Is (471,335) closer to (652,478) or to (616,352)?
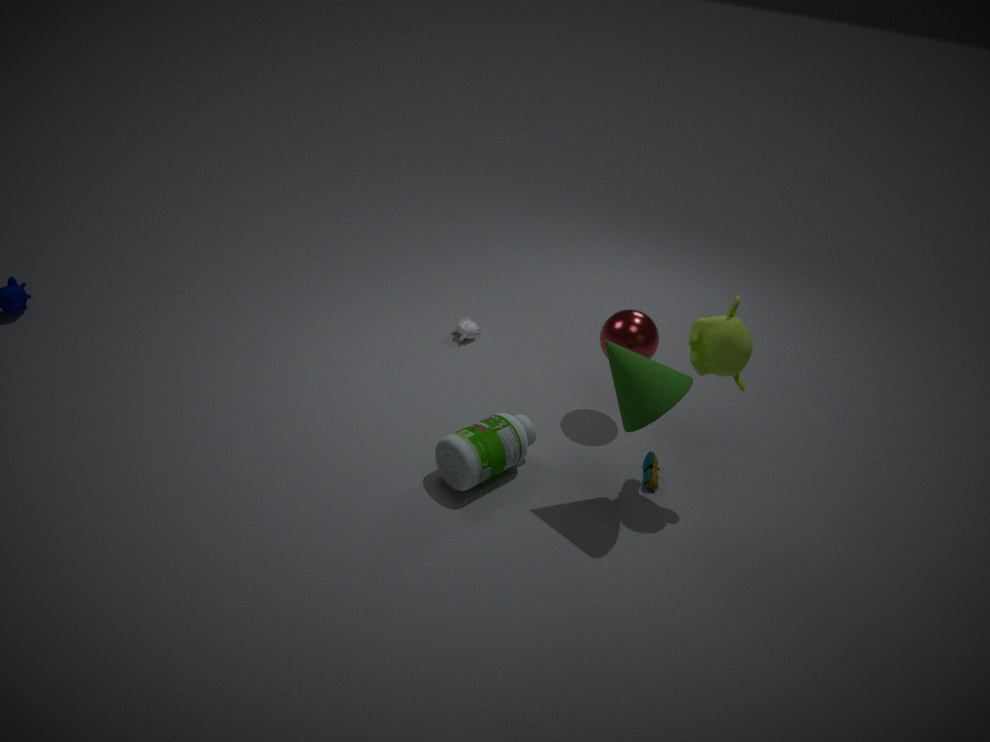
(652,478)
